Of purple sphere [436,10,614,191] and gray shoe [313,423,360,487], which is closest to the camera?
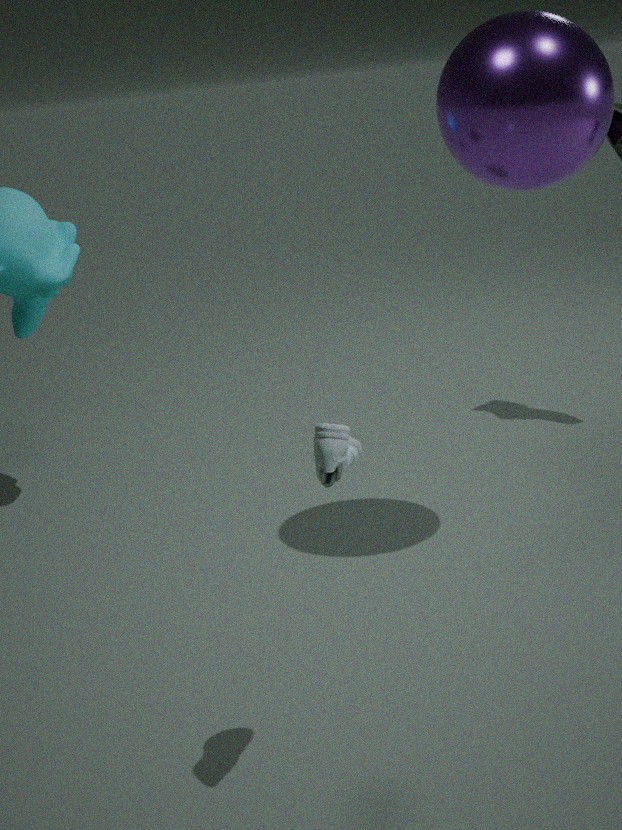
gray shoe [313,423,360,487]
